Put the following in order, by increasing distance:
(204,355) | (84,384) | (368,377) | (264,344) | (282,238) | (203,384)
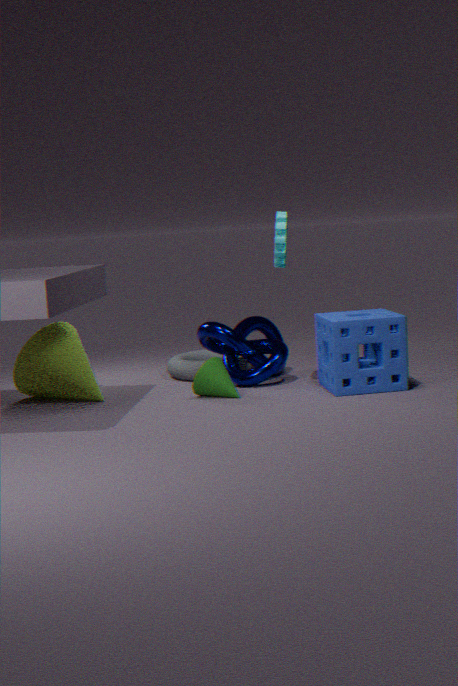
(282,238), (203,384), (84,384), (368,377), (264,344), (204,355)
